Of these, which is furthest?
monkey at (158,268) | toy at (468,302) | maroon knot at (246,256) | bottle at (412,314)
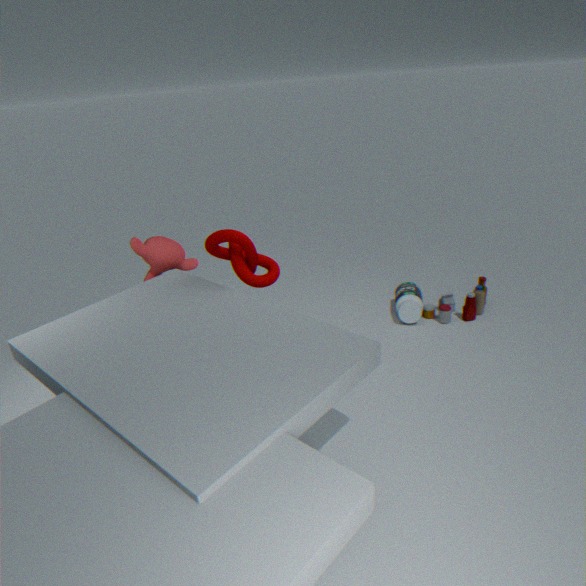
toy at (468,302)
